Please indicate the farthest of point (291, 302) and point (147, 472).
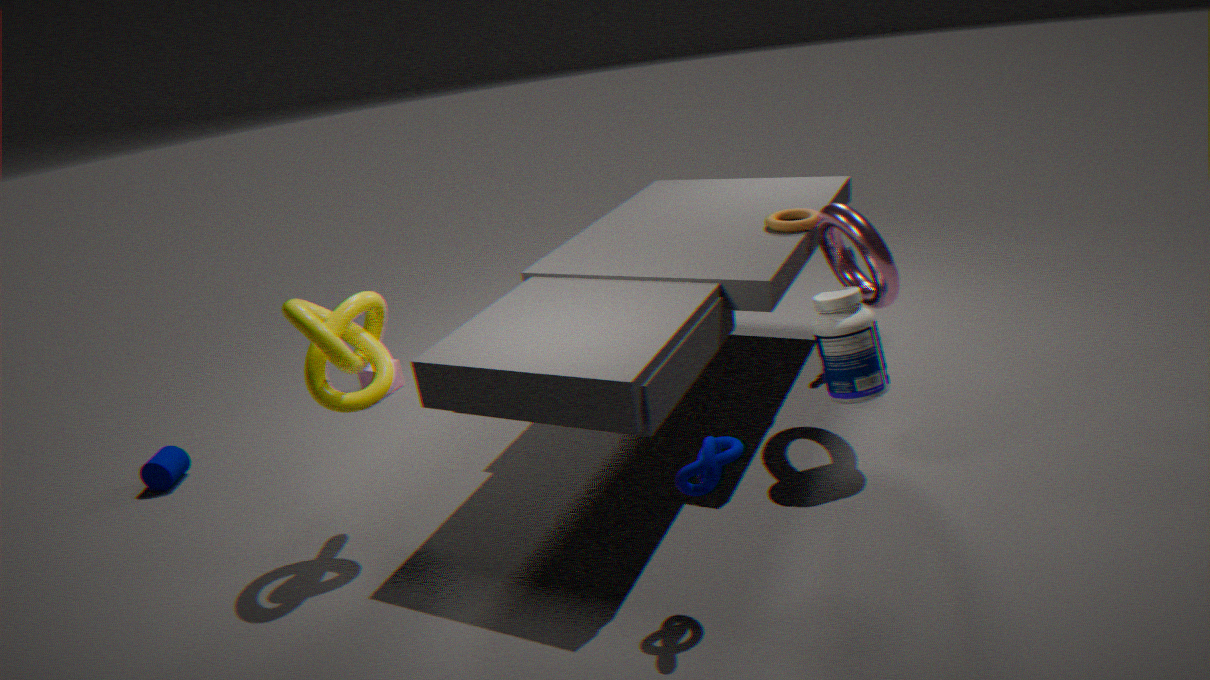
point (147, 472)
